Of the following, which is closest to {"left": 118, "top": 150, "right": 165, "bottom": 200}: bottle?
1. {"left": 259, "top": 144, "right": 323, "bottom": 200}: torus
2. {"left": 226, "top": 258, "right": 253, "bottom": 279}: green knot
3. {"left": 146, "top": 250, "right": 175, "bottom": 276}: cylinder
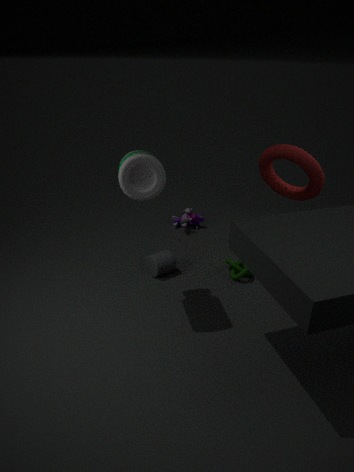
{"left": 146, "top": 250, "right": 175, "bottom": 276}: cylinder
